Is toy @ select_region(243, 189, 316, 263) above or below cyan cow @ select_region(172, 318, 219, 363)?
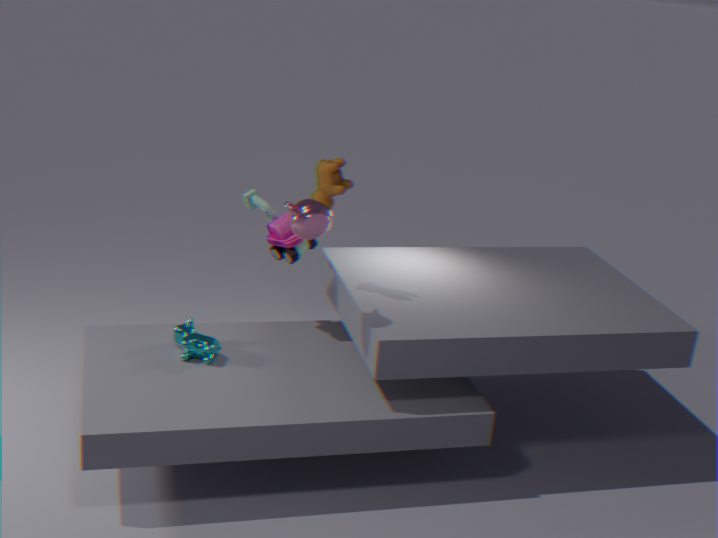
above
